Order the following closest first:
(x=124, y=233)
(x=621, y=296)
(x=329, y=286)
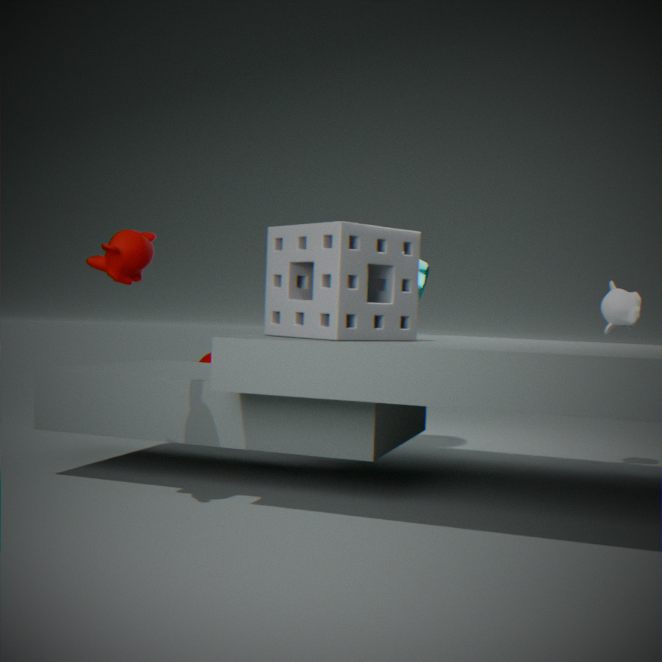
(x=124, y=233) → (x=329, y=286) → (x=621, y=296)
